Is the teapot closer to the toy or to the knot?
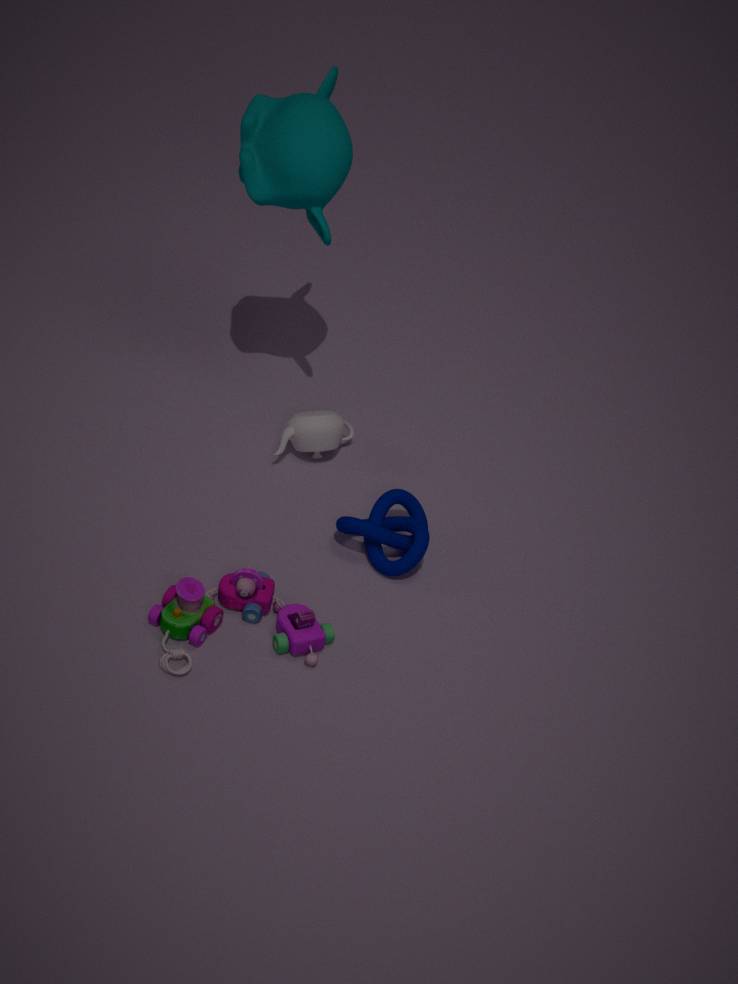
the knot
